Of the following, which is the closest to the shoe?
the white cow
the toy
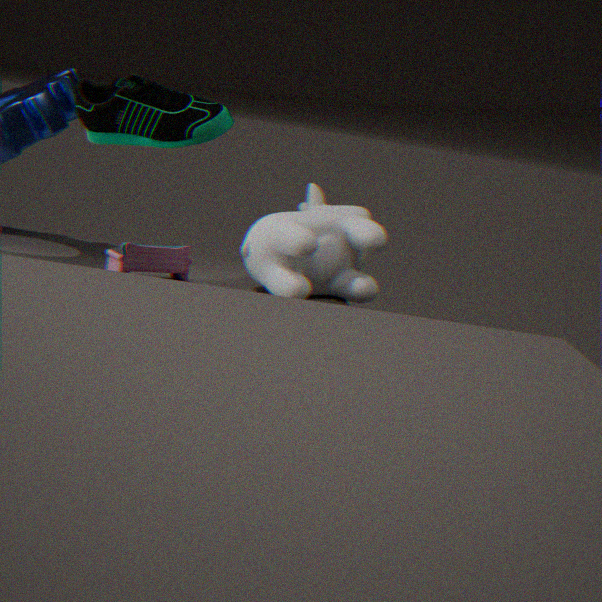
the toy
